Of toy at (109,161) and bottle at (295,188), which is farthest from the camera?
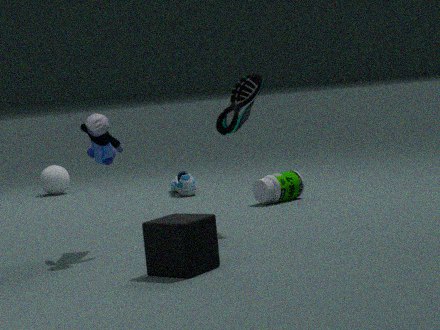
bottle at (295,188)
